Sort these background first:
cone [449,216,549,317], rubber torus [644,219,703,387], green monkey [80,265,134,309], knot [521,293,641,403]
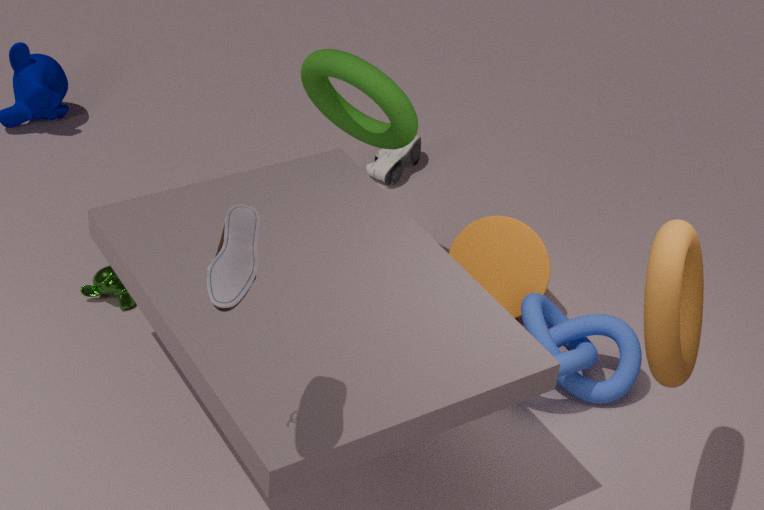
1. cone [449,216,549,317]
2. green monkey [80,265,134,309]
3. knot [521,293,641,403]
4. rubber torus [644,219,703,387]
